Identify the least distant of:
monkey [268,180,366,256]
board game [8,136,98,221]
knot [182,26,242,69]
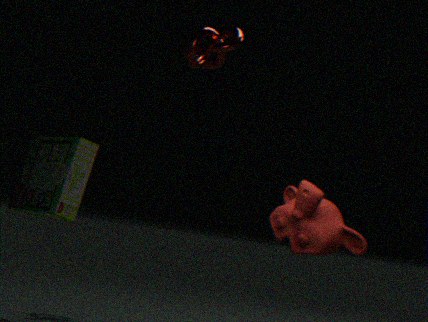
monkey [268,180,366,256]
